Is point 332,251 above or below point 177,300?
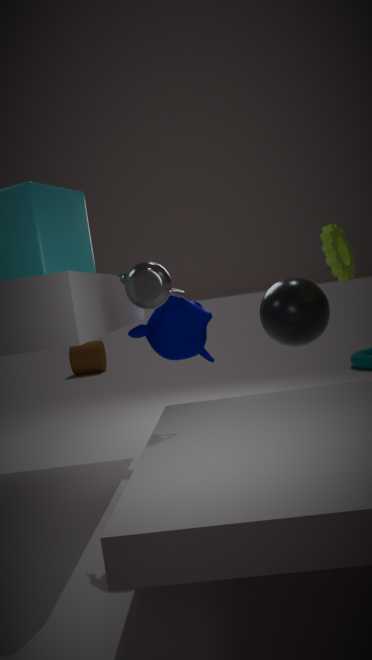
above
